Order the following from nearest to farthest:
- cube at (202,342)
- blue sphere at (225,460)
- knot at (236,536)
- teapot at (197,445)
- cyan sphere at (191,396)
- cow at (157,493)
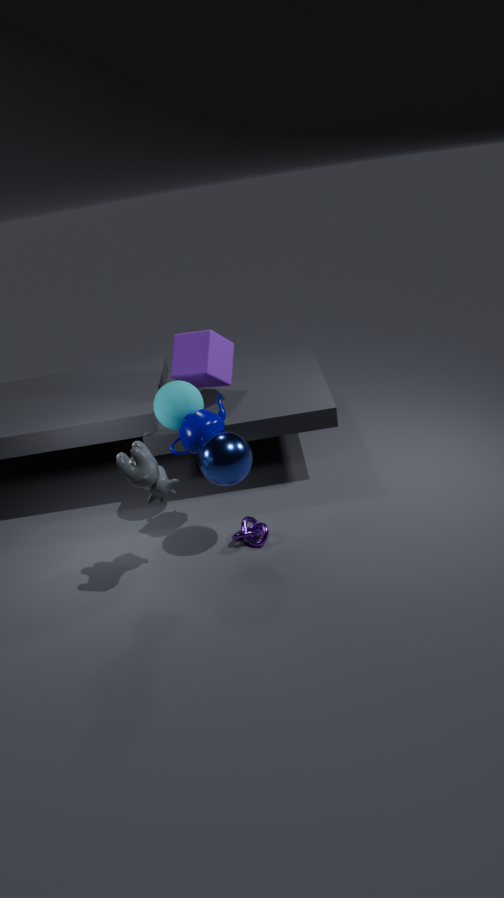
1. cow at (157,493)
2. blue sphere at (225,460)
3. teapot at (197,445)
4. knot at (236,536)
5. cyan sphere at (191,396)
6. cube at (202,342)
